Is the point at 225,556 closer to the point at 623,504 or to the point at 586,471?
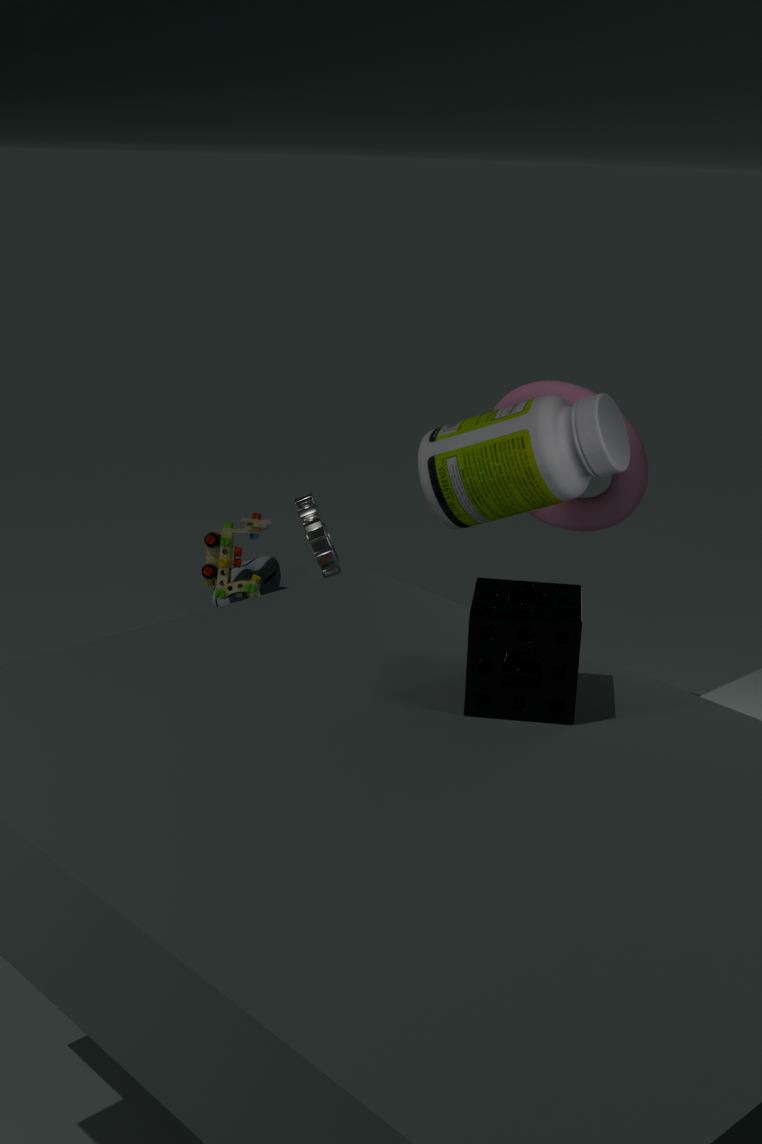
the point at 586,471
